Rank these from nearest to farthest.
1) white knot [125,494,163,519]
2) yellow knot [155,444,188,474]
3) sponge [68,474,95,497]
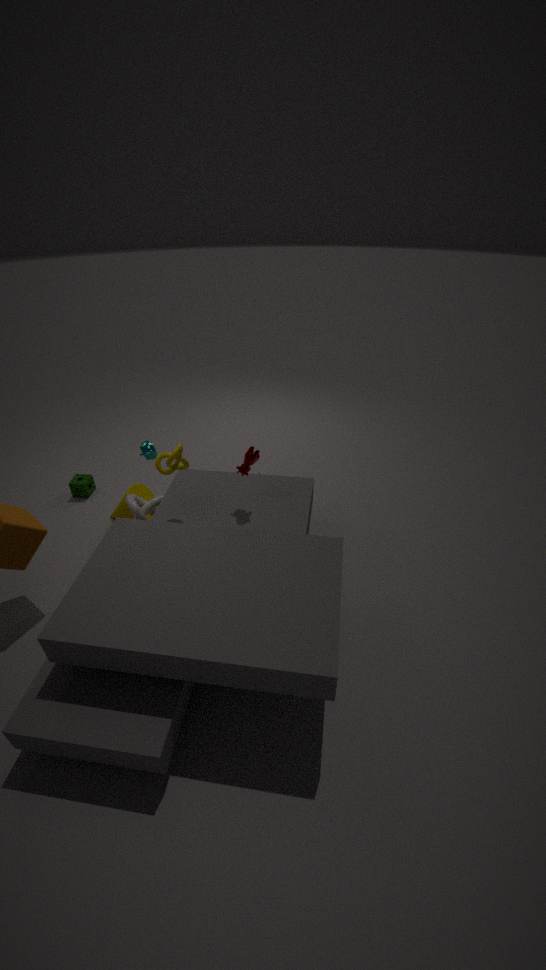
2. yellow knot [155,444,188,474]
1. white knot [125,494,163,519]
3. sponge [68,474,95,497]
